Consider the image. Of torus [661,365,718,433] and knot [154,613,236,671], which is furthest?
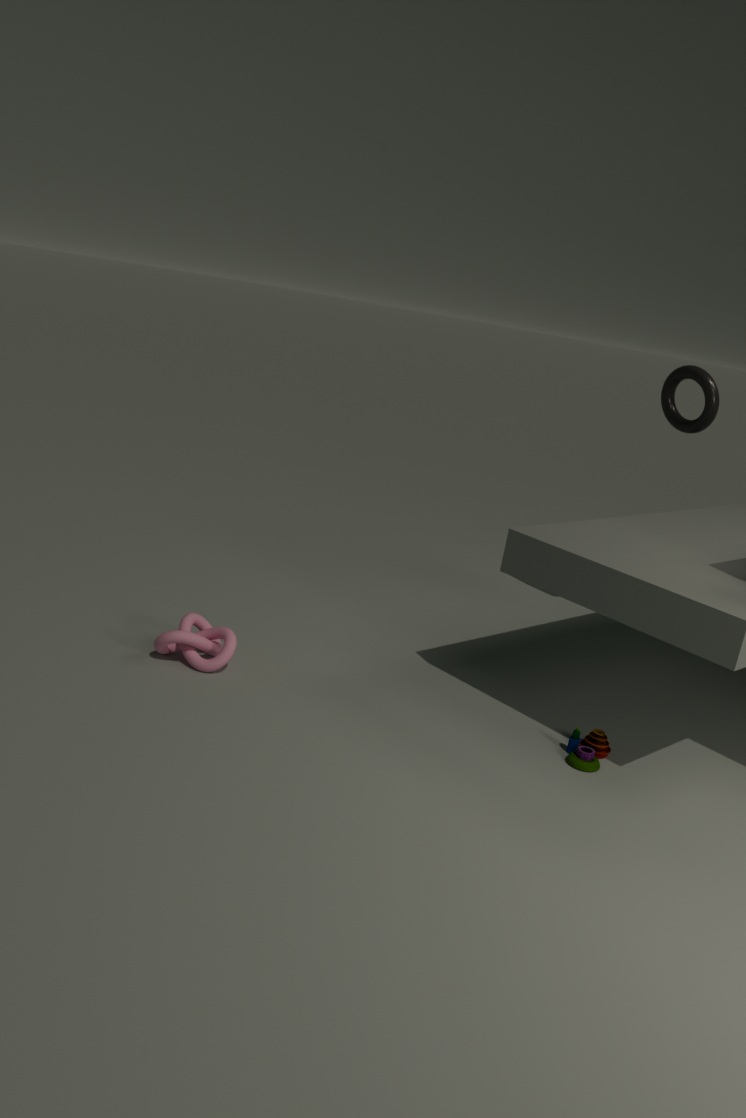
torus [661,365,718,433]
